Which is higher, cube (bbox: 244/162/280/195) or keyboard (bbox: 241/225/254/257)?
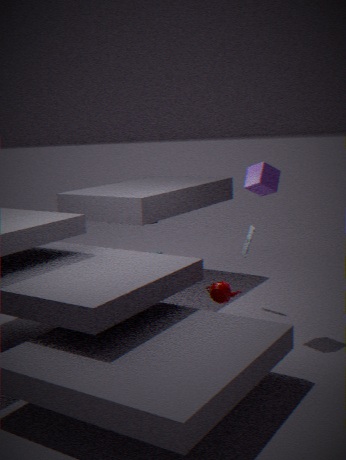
cube (bbox: 244/162/280/195)
